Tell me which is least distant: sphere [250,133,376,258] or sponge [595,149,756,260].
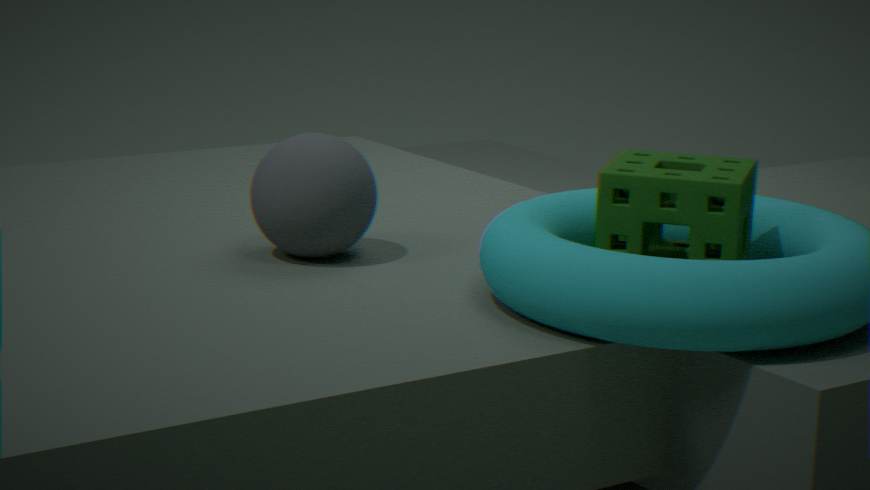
sponge [595,149,756,260]
